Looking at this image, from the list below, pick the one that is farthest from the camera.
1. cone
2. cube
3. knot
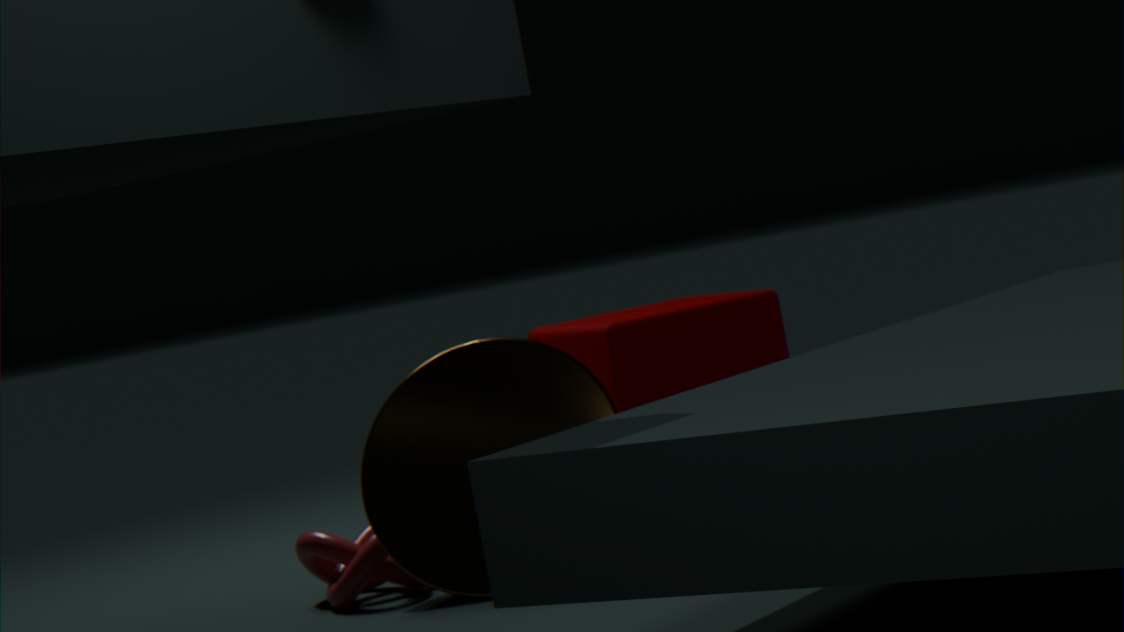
cube
